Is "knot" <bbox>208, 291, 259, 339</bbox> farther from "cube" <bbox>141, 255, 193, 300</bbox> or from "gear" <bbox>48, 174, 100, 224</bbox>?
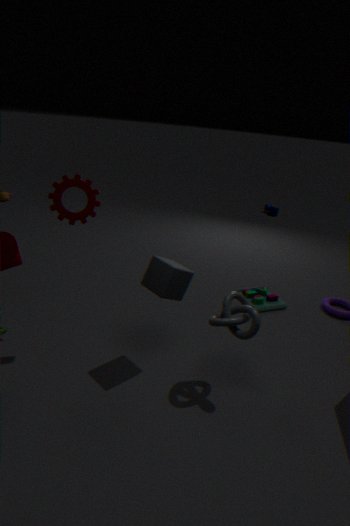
"gear" <bbox>48, 174, 100, 224</bbox>
